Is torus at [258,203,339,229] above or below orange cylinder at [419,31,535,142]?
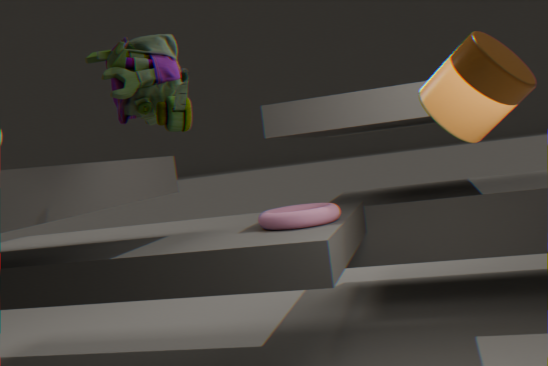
below
